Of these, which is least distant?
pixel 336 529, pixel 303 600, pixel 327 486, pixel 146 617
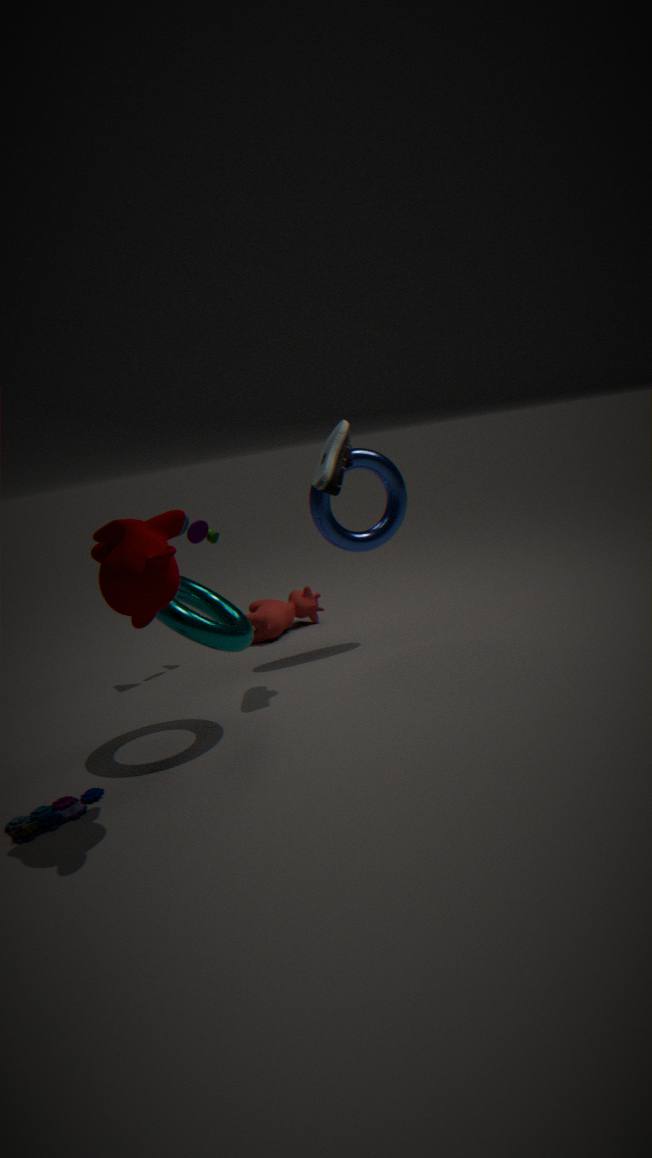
pixel 146 617
